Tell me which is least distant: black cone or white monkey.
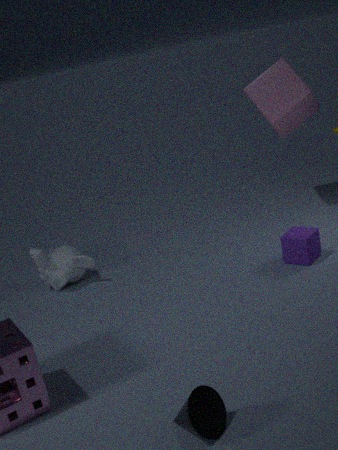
black cone
